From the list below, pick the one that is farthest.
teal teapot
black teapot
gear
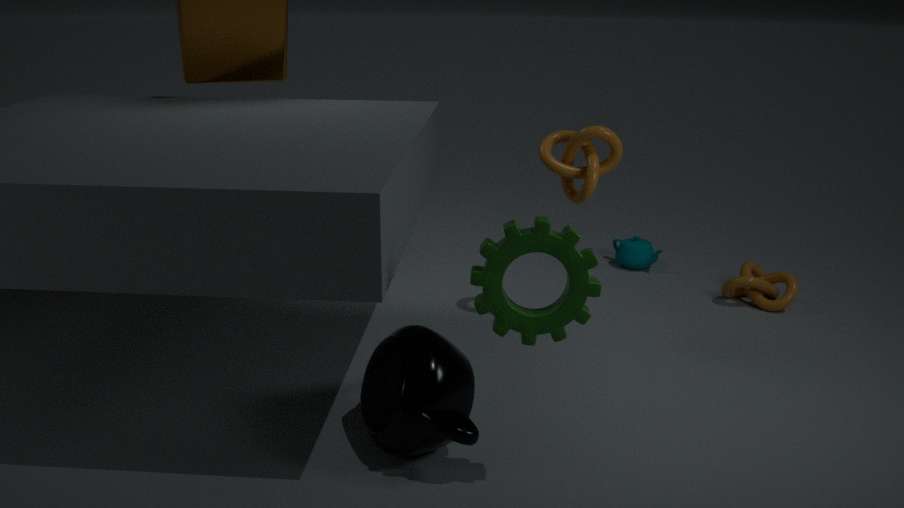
teal teapot
